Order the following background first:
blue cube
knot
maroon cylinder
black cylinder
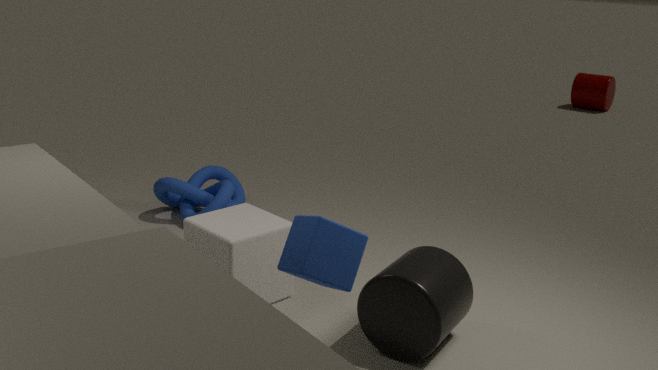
maroon cylinder, knot, black cylinder, blue cube
